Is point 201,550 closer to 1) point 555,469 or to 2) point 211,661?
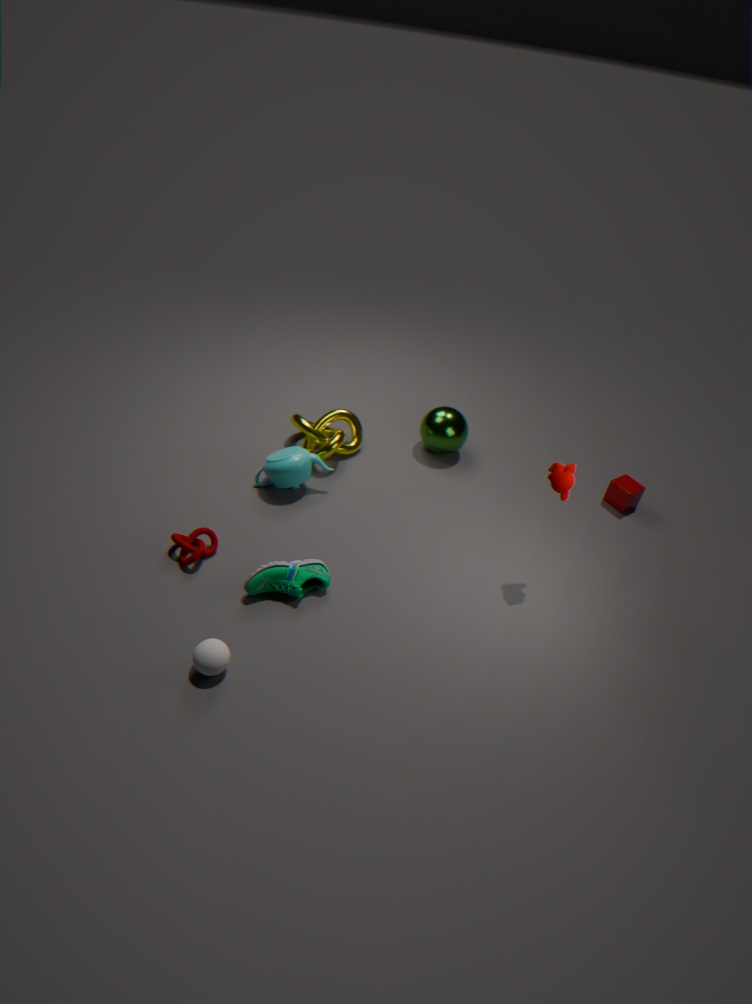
2) point 211,661
